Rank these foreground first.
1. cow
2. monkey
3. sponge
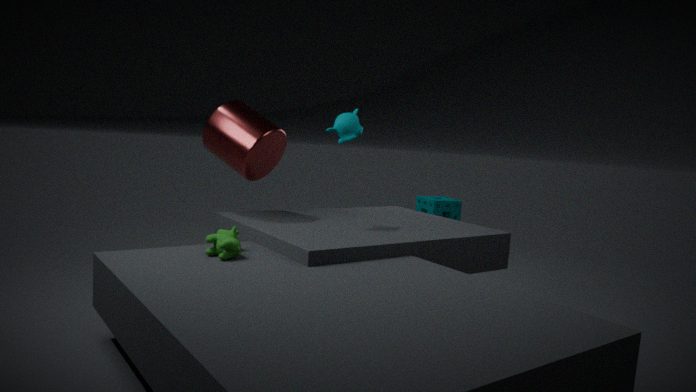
1. cow
2. monkey
3. sponge
